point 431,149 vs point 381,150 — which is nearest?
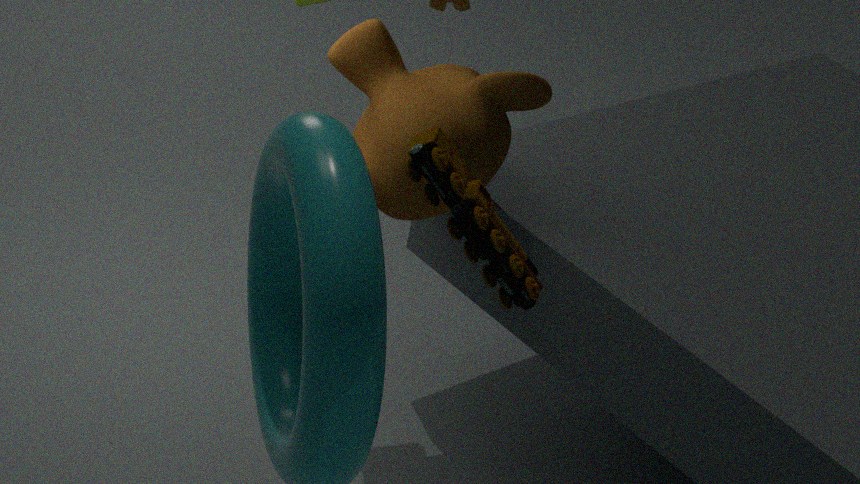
point 431,149
